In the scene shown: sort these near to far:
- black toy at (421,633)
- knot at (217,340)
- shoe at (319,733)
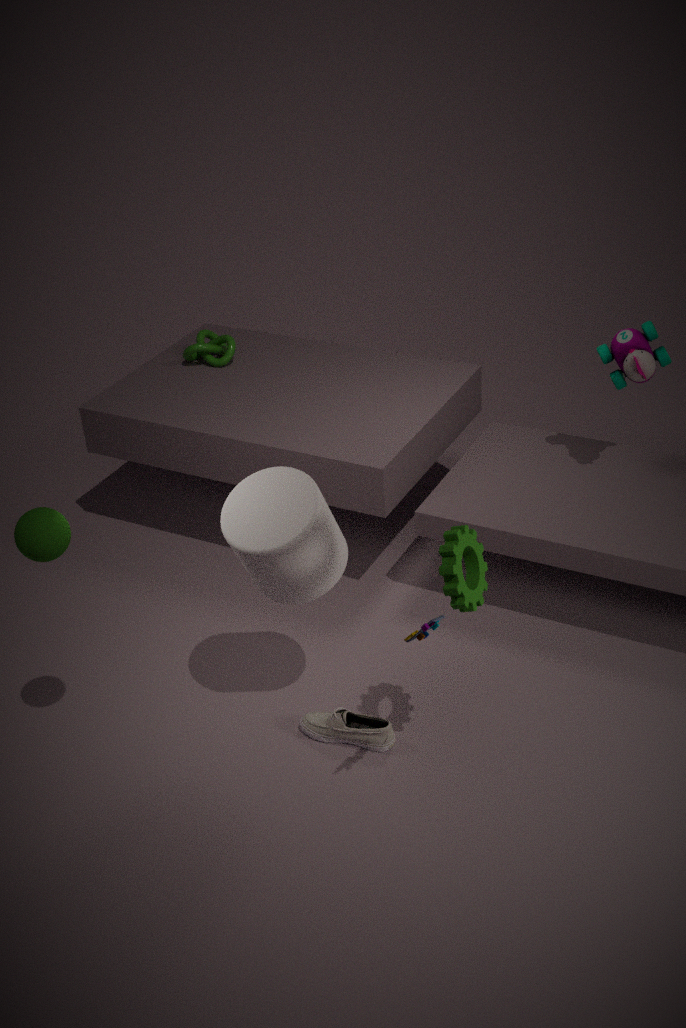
black toy at (421,633) < shoe at (319,733) < knot at (217,340)
